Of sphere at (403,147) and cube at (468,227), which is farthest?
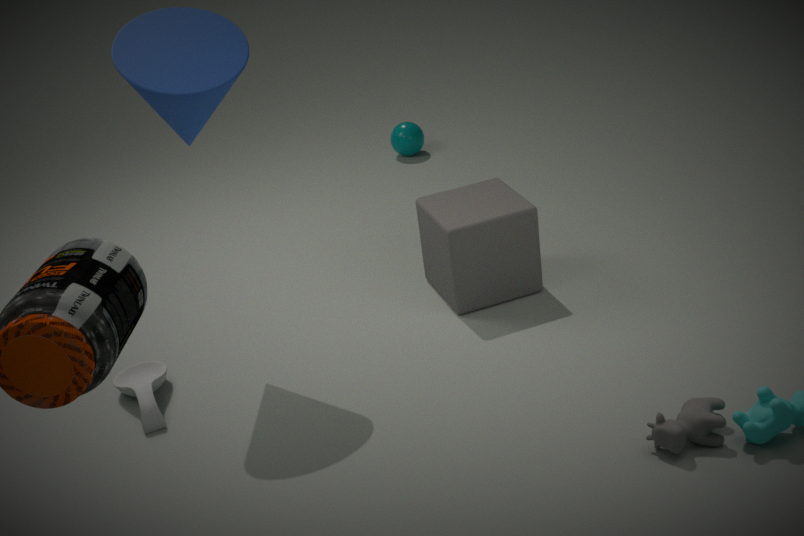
sphere at (403,147)
